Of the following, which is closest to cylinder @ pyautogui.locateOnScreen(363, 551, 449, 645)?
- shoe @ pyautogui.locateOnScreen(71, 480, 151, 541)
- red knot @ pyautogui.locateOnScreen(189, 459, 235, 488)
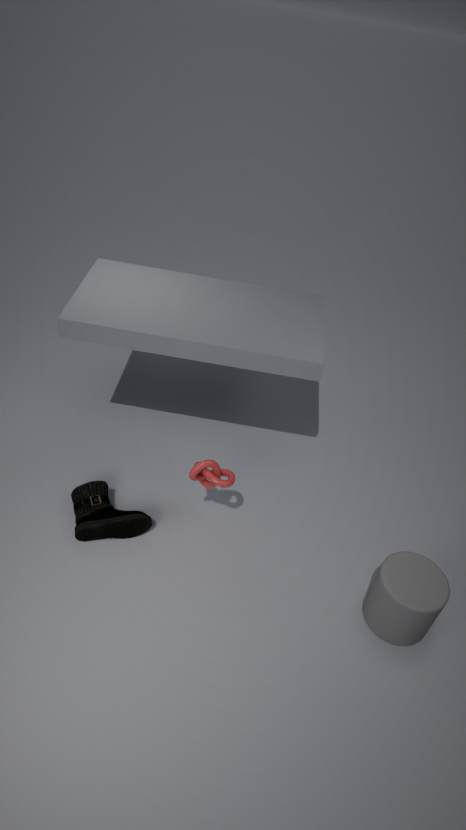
red knot @ pyautogui.locateOnScreen(189, 459, 235, 488)
